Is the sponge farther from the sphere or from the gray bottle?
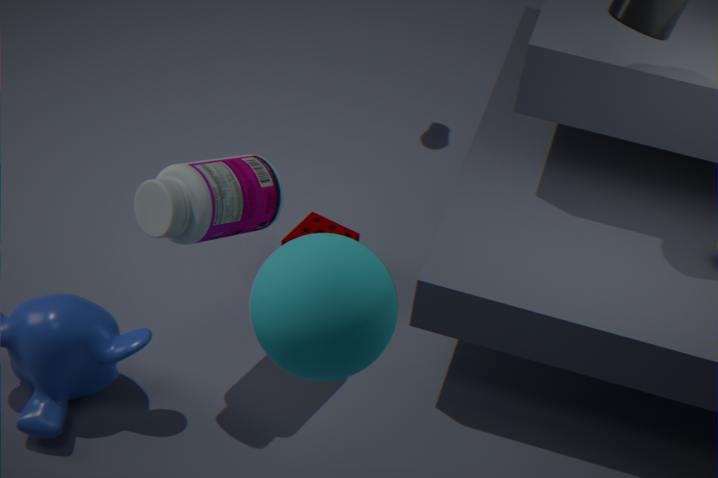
the sphere
